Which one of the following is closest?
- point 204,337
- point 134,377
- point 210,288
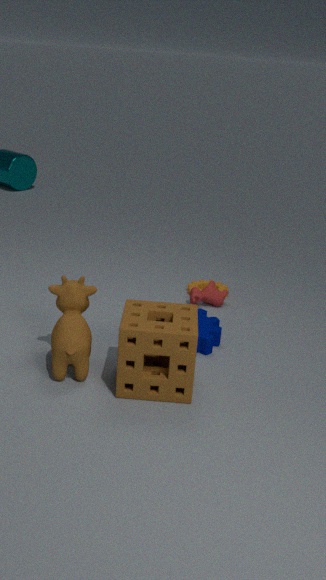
point 134,377
